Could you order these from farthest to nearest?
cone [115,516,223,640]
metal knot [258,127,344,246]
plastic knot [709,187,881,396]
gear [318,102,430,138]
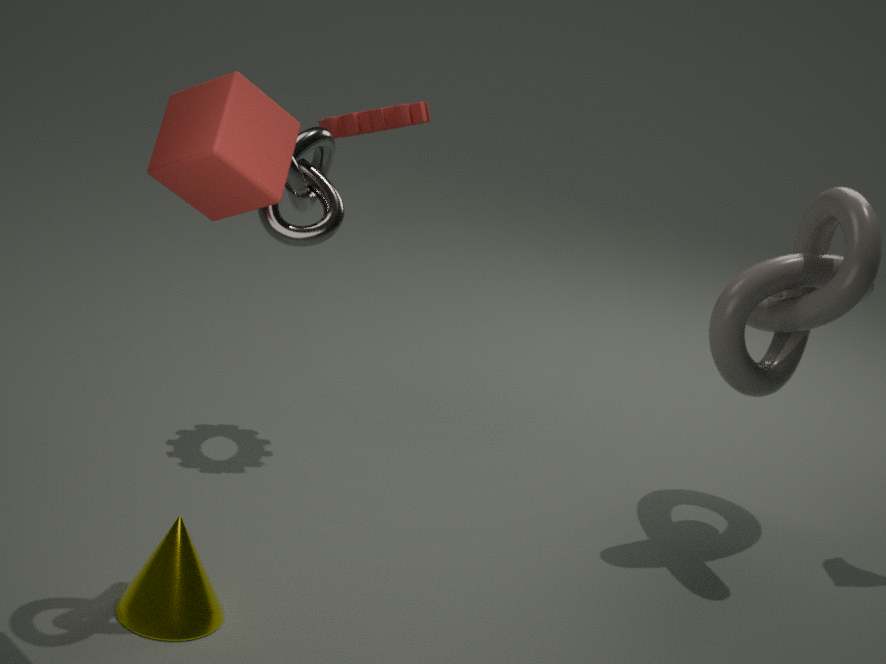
1. gear [318,102,430,138]
2. plastic knot [709,187,881,396]
3. metal knot [258,127,344,246]
4. cone [115,516,223,640]
